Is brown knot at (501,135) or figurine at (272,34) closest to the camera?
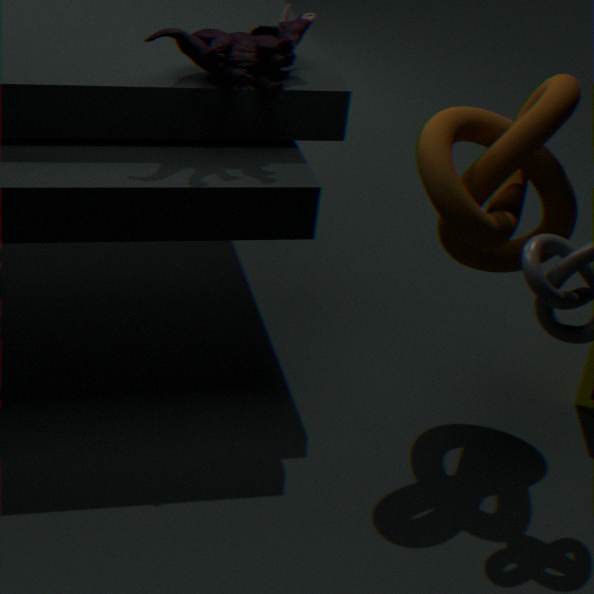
brown knot at (501,135)
